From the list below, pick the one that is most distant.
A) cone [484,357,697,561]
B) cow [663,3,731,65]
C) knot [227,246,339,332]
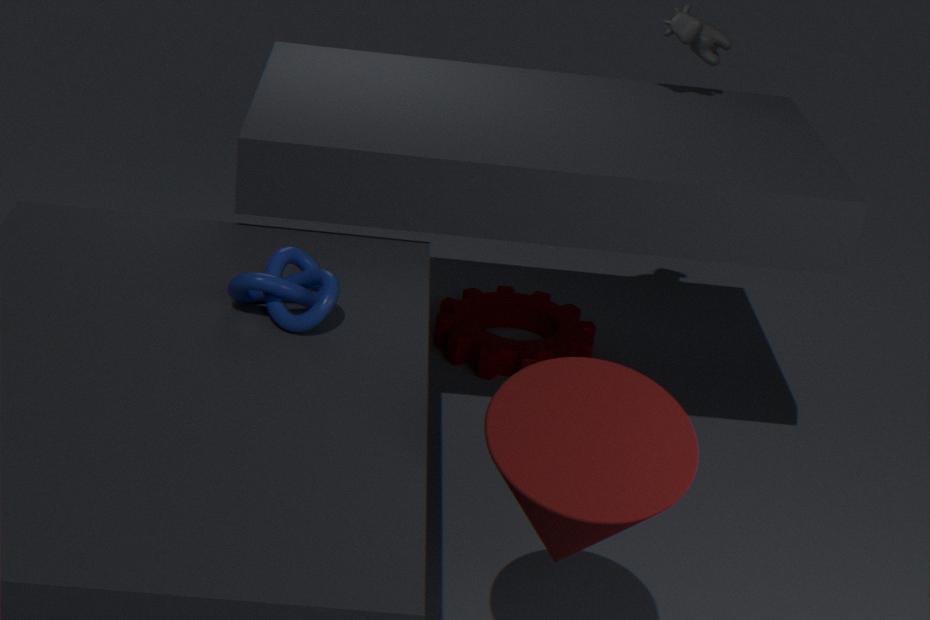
cow [663,3,731,65]
